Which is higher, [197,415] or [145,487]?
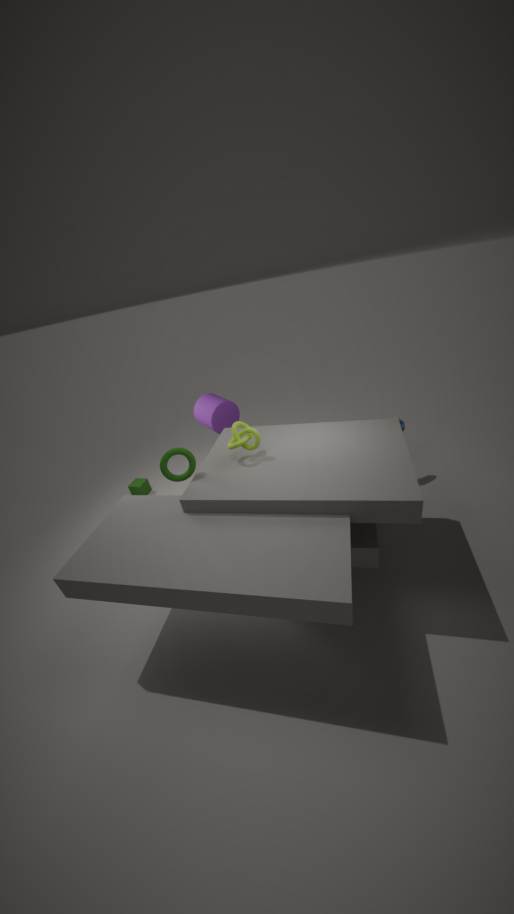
[197,415]
